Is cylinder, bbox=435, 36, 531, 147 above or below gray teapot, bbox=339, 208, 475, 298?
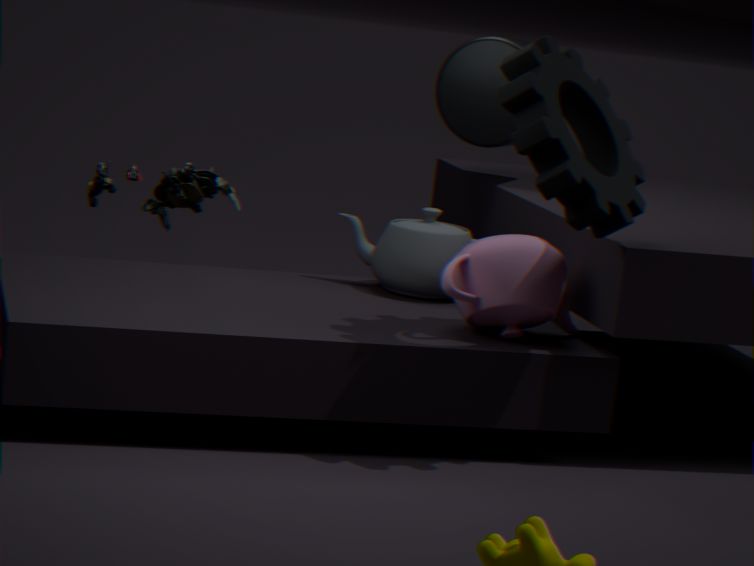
above
